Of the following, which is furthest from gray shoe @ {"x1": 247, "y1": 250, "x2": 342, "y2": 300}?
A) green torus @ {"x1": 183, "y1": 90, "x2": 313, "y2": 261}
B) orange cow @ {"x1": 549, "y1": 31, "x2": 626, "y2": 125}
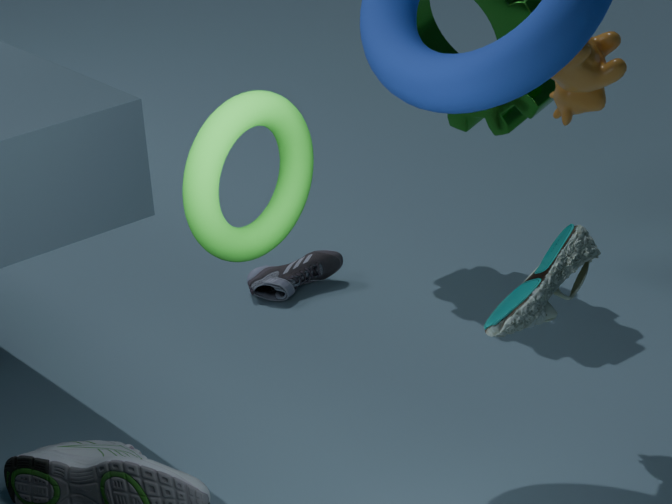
green torus @ {"x1": 183, "y1": 90, "x2": 313, "y2": 261}
